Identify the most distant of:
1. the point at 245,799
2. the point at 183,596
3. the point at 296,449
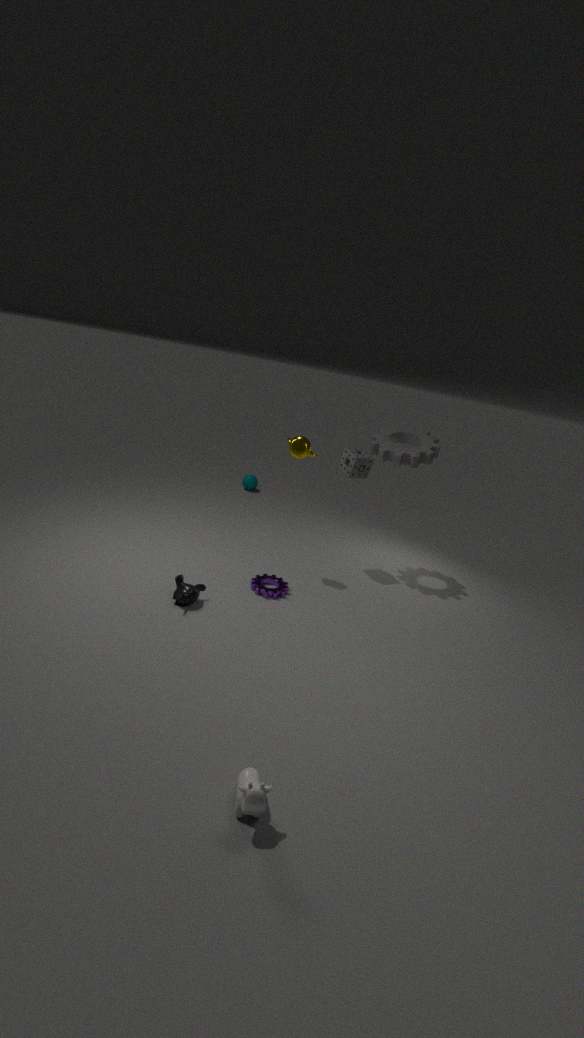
the point at 296,449
